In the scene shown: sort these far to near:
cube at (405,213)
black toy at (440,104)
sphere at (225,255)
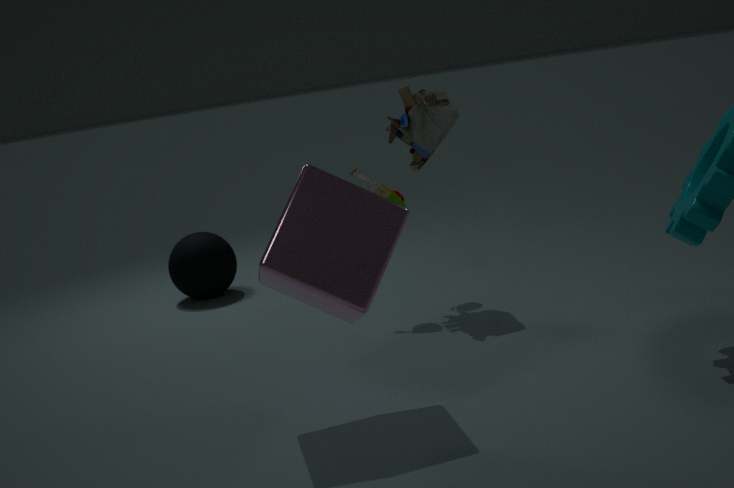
sphere at (225,255)
black toy at (440,104)
cube at (405,213)
